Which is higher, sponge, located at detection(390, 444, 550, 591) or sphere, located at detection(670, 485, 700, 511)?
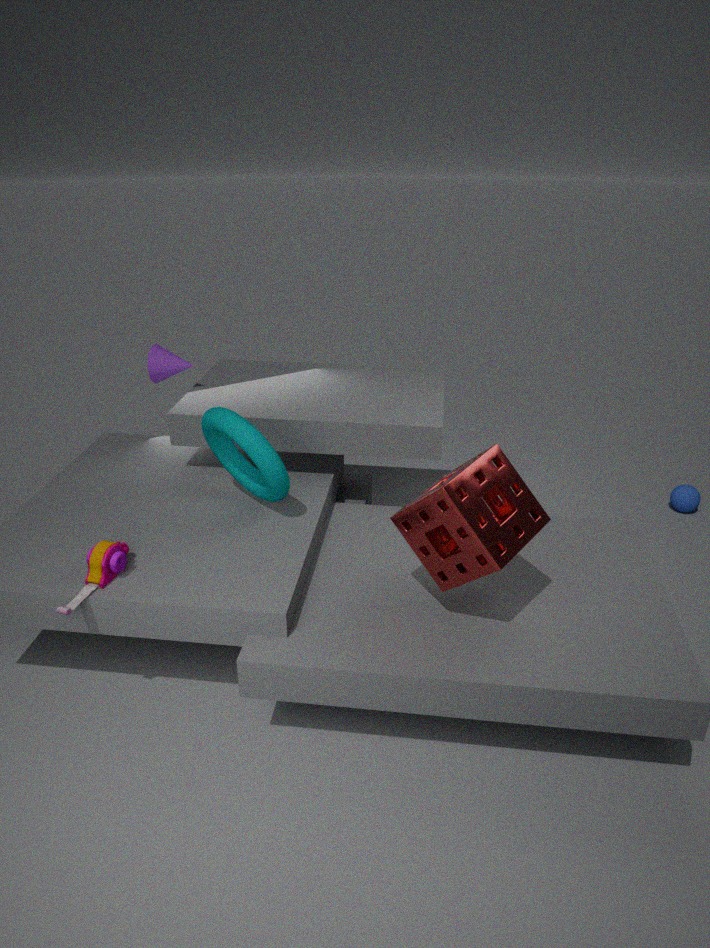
sponge, located at detection(390, 444, 550, 591)
